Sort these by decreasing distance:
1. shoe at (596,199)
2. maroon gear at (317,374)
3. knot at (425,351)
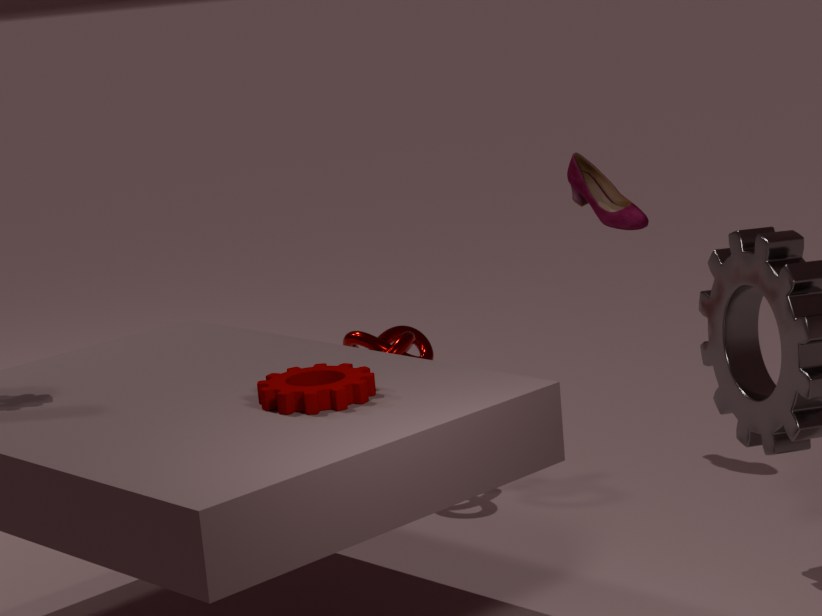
shoe at (596,199) < knot at (425,351) < maroon gear at (317,374)
